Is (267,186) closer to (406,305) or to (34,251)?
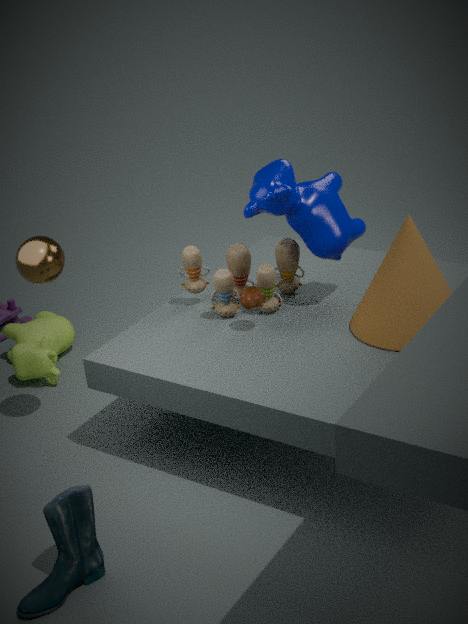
(406,305)
